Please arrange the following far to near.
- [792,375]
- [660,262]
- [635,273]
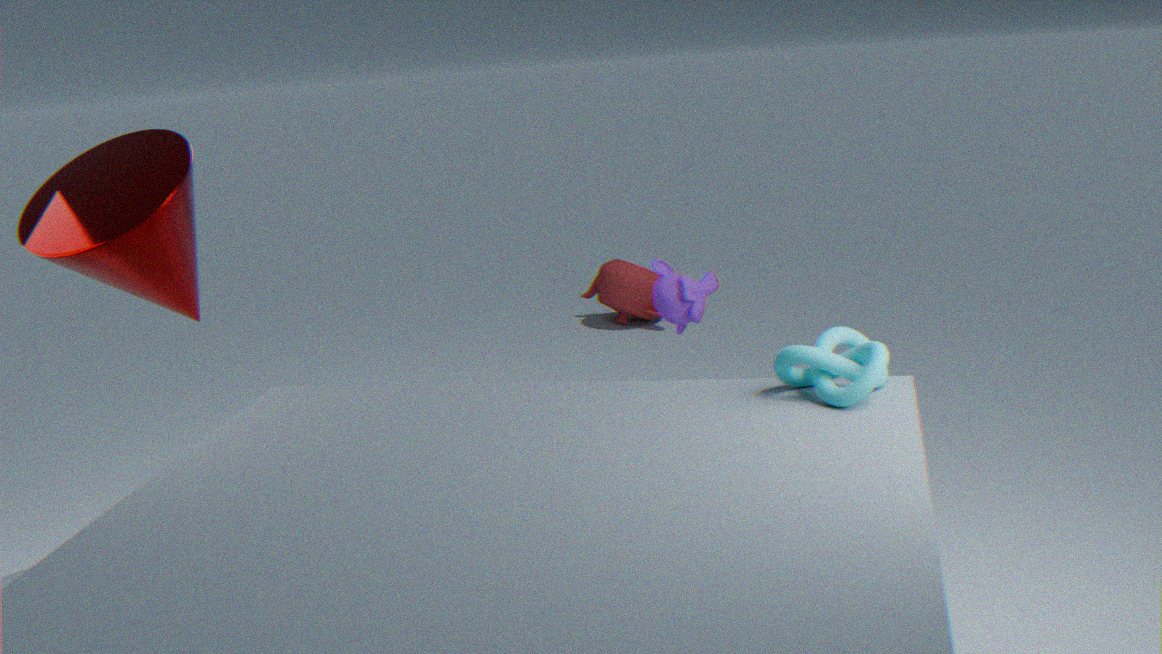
1. [635,273]
2. [660,262]
3. [792,375]
